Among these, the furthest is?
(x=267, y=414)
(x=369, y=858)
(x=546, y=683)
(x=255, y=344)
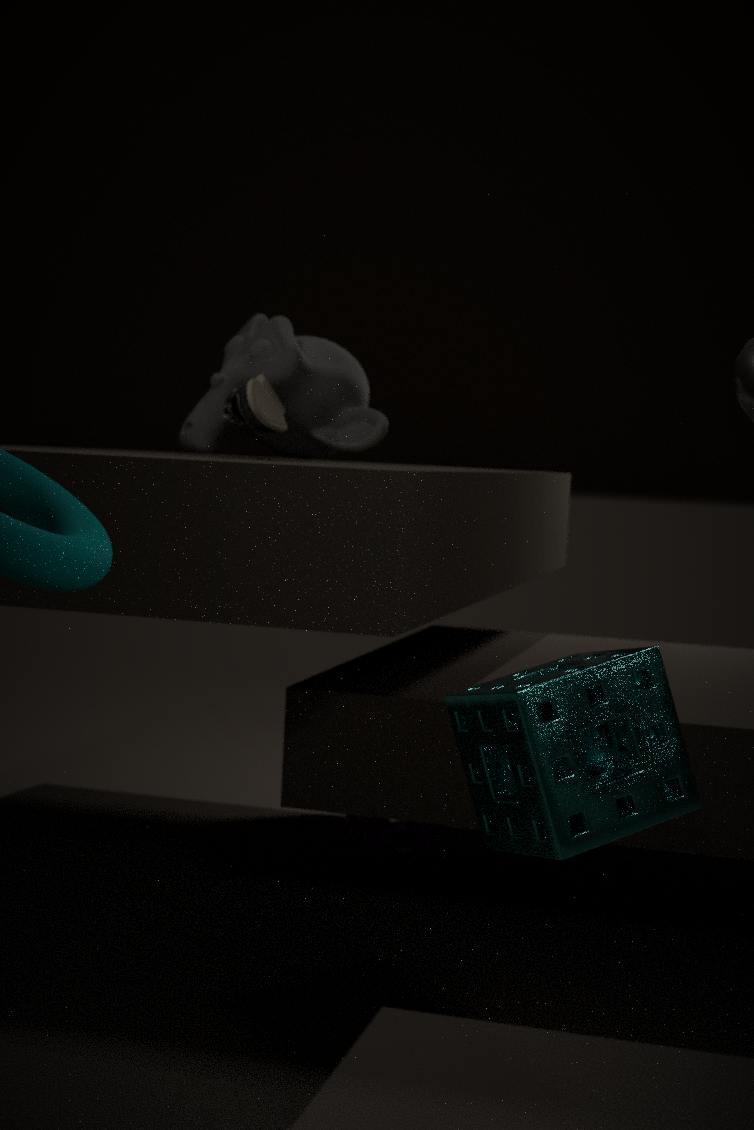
(x=369, y=858)
